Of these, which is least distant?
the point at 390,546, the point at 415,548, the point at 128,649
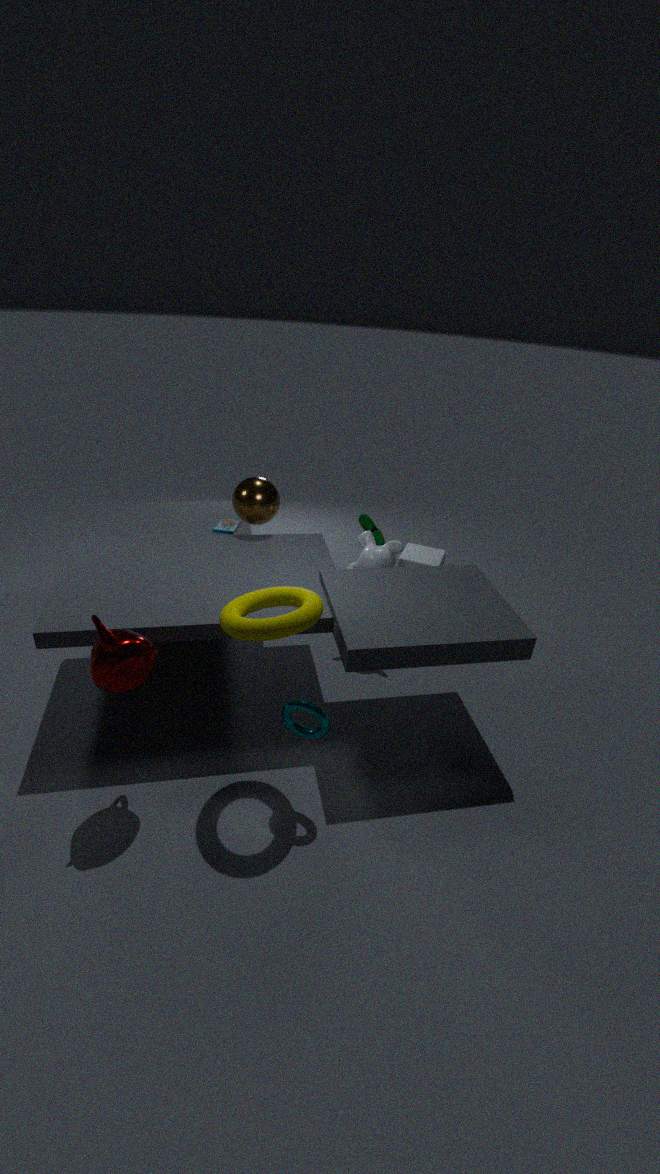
the point at 128,649
